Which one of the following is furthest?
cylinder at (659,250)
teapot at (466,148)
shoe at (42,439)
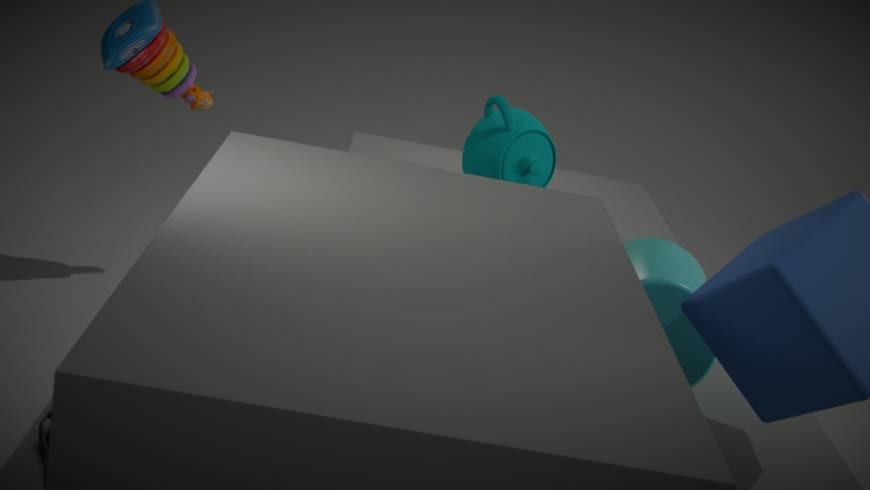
teapot at (466,148)
